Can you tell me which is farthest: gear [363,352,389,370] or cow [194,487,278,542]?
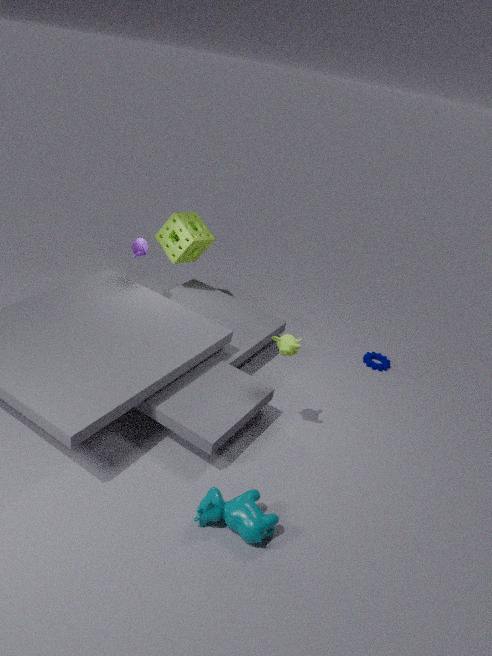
gear [363,352,389,370]
